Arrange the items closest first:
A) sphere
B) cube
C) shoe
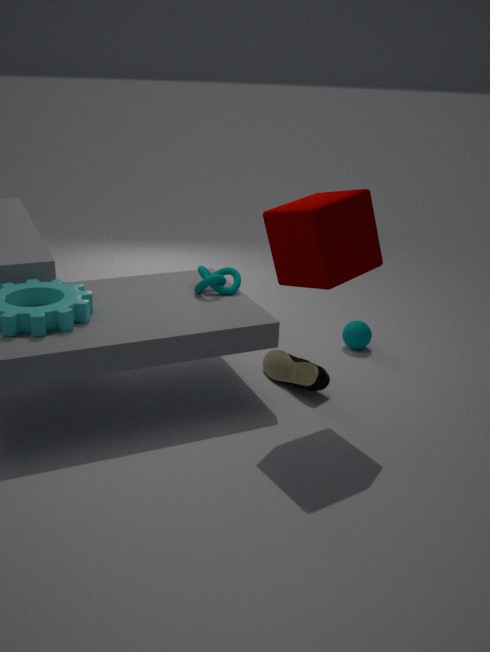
1. cube
2. shoe
3. sphere
